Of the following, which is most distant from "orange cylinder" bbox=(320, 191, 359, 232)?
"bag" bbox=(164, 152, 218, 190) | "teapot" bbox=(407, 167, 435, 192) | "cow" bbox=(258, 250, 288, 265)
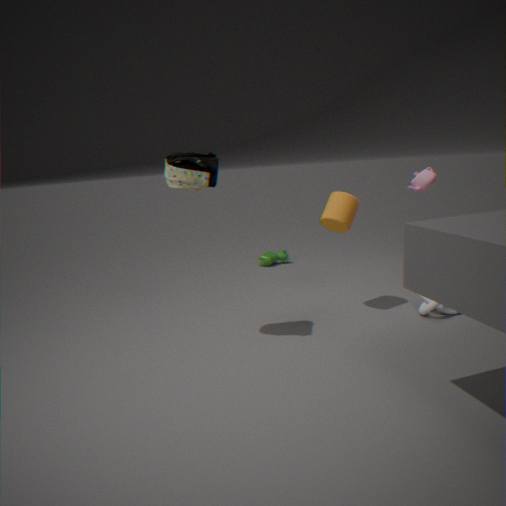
"cow" bbox=(258, 250, 288, 265)
